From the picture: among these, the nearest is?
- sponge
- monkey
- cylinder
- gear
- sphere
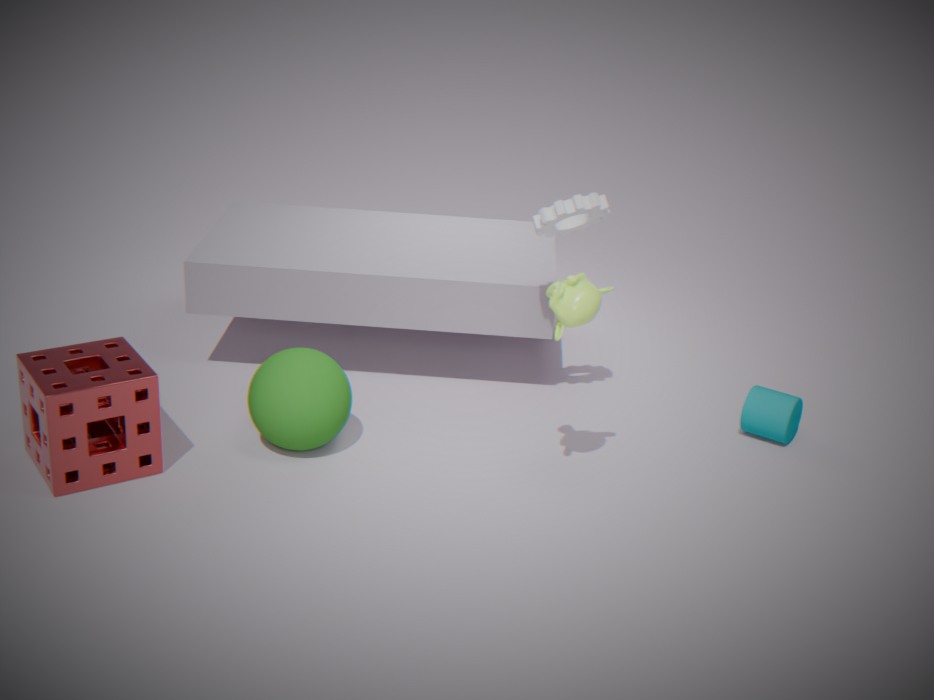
monkey
